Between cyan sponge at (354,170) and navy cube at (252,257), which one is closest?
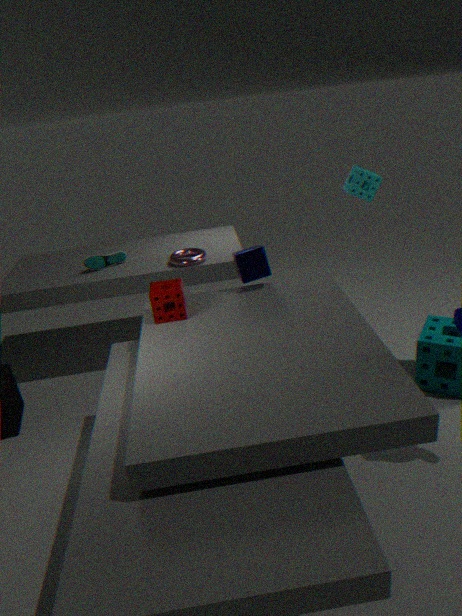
navy cube at (252,257)
